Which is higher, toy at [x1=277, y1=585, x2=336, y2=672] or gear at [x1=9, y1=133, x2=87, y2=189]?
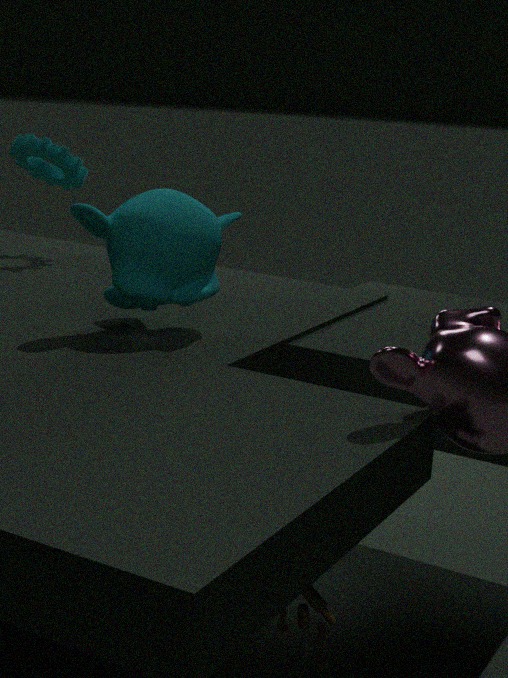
gear at [x1=9, y1=133, x2=87, y2=189]
